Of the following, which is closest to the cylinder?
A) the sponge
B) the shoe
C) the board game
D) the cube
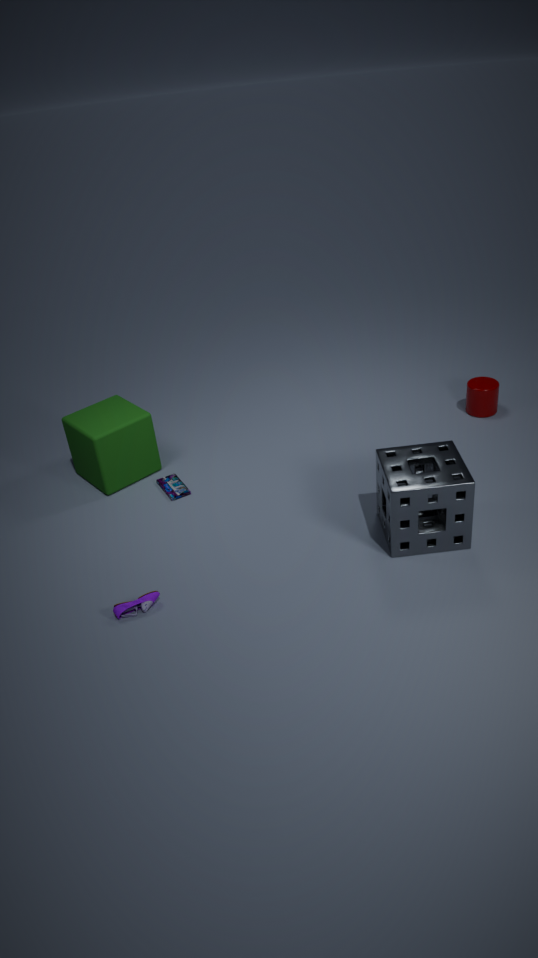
the sponge
